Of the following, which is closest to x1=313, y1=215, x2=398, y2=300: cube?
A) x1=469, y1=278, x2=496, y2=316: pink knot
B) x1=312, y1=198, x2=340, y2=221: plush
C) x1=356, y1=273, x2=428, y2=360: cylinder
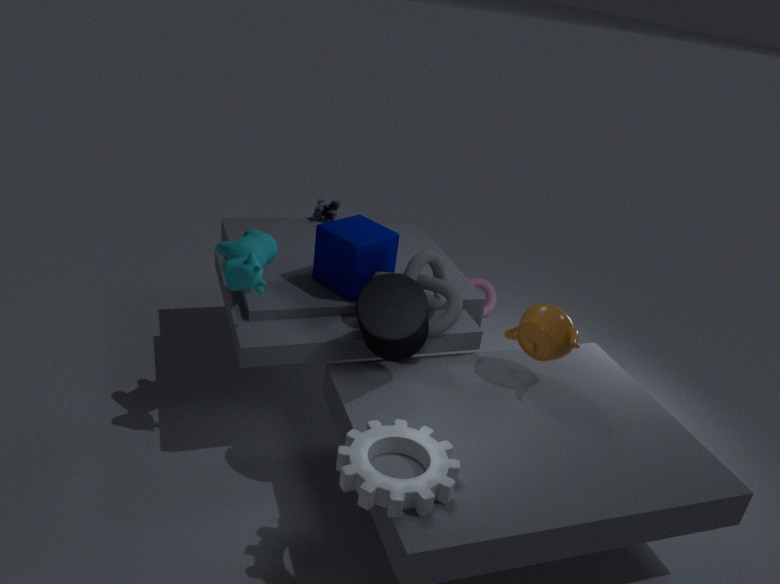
x1=356, y1=273, x2=428, y2=360: cylinder
